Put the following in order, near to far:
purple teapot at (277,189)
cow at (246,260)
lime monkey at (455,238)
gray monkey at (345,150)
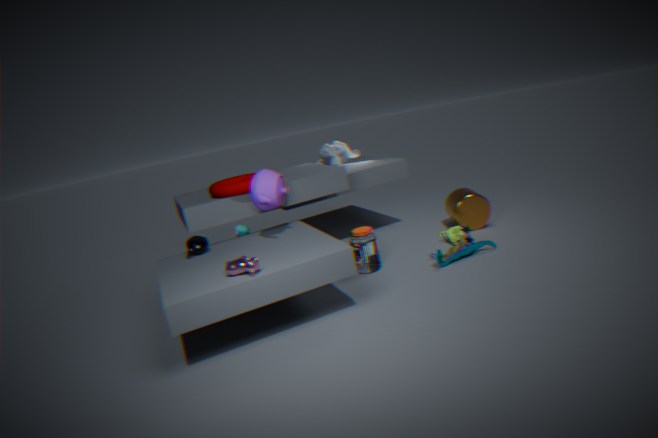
cow at (246,260)
purple teapot at (277,189)
lime monkey at (455,238)
gray monkey at (345,150)
